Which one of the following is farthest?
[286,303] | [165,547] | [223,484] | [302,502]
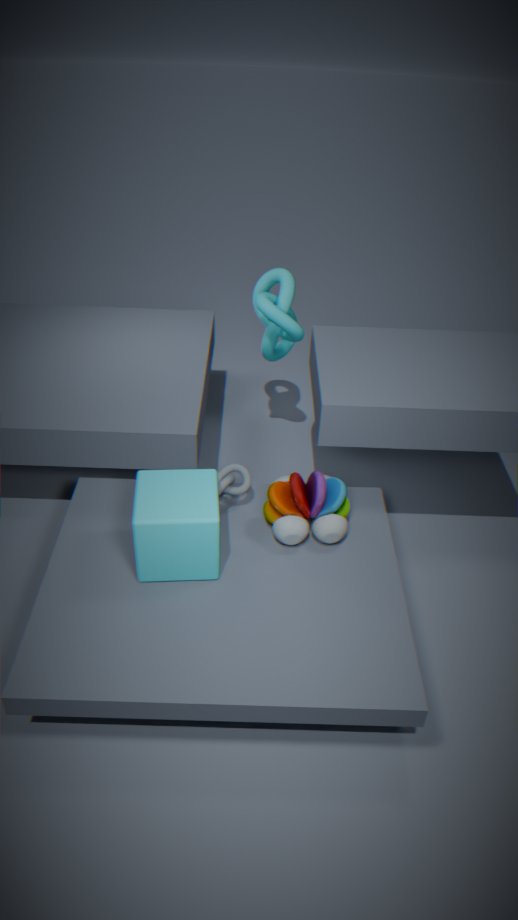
[286,303]
